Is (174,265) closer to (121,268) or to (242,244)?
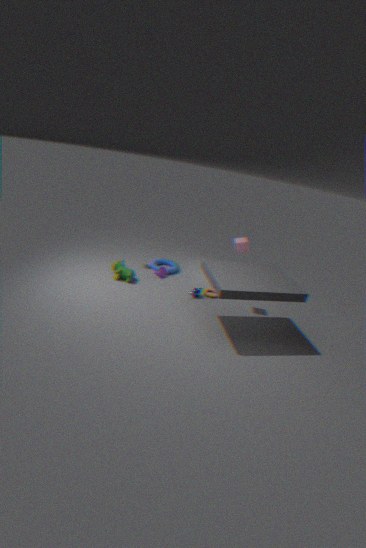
(121,268)
